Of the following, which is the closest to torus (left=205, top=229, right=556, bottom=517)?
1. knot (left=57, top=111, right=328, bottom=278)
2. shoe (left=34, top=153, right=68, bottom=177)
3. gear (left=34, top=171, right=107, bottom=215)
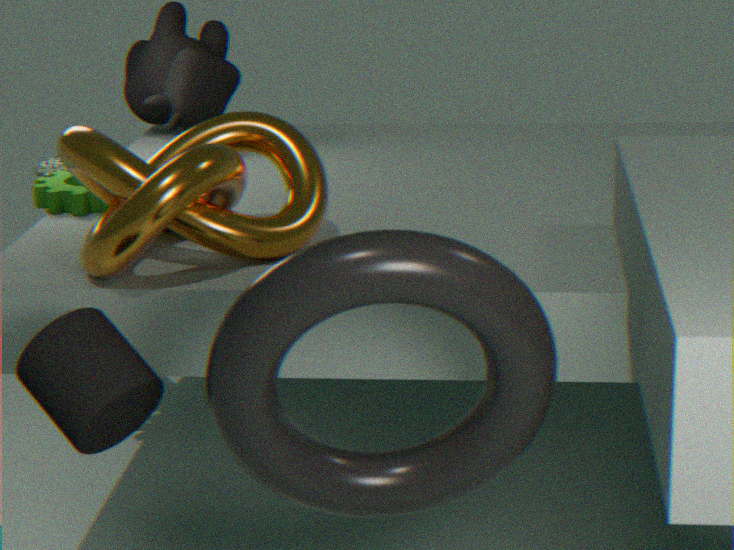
knot (left=57, top=111, right=328, bottom=278)
